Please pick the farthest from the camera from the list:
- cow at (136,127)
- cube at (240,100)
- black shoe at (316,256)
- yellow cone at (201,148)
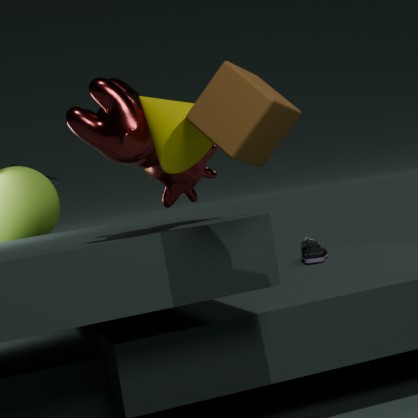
black shoe at (316,256)
